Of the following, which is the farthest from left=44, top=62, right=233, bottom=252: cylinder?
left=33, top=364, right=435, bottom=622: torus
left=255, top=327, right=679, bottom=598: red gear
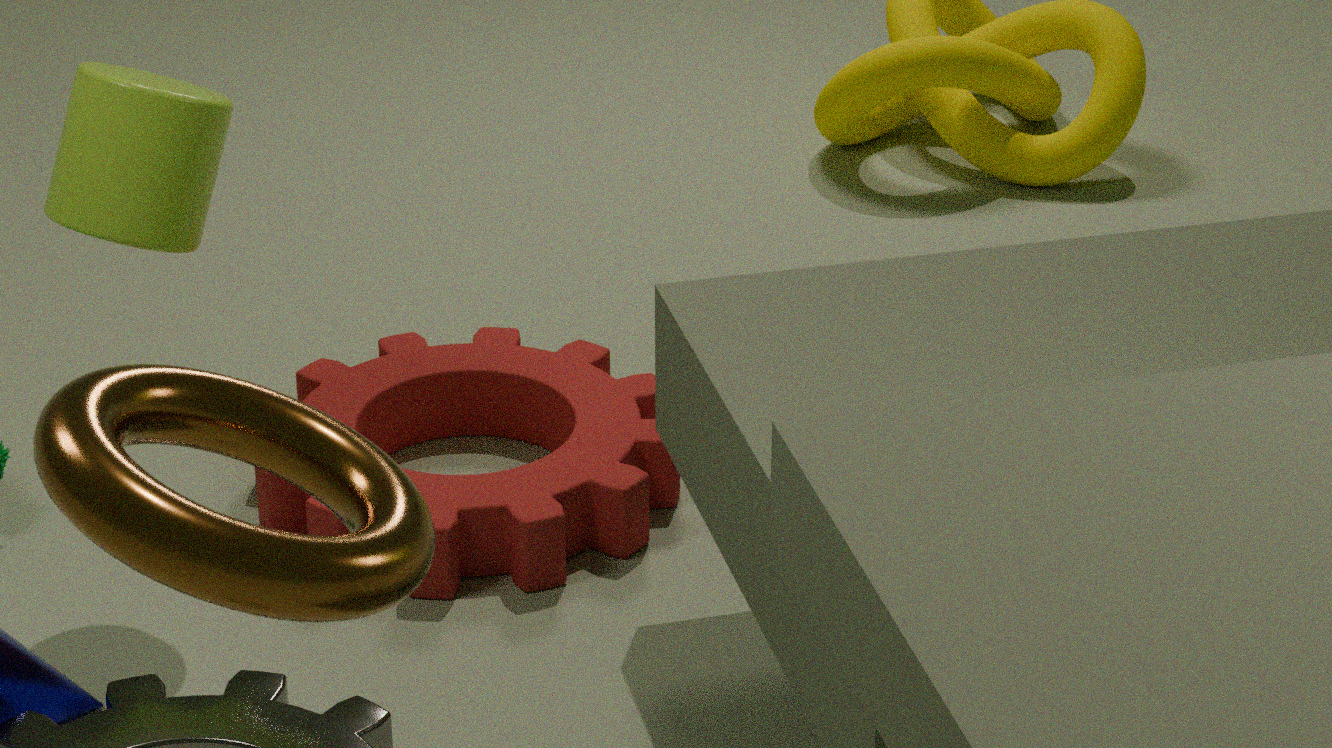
left=33, top=364, right=435, bottom=622: torus
